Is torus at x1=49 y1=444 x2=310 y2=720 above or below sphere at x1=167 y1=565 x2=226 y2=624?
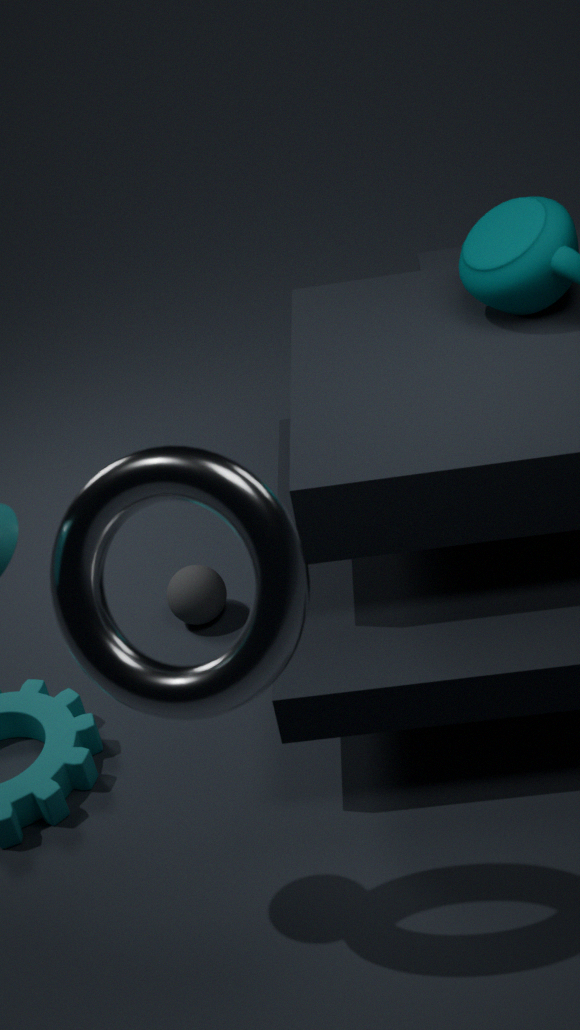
above
